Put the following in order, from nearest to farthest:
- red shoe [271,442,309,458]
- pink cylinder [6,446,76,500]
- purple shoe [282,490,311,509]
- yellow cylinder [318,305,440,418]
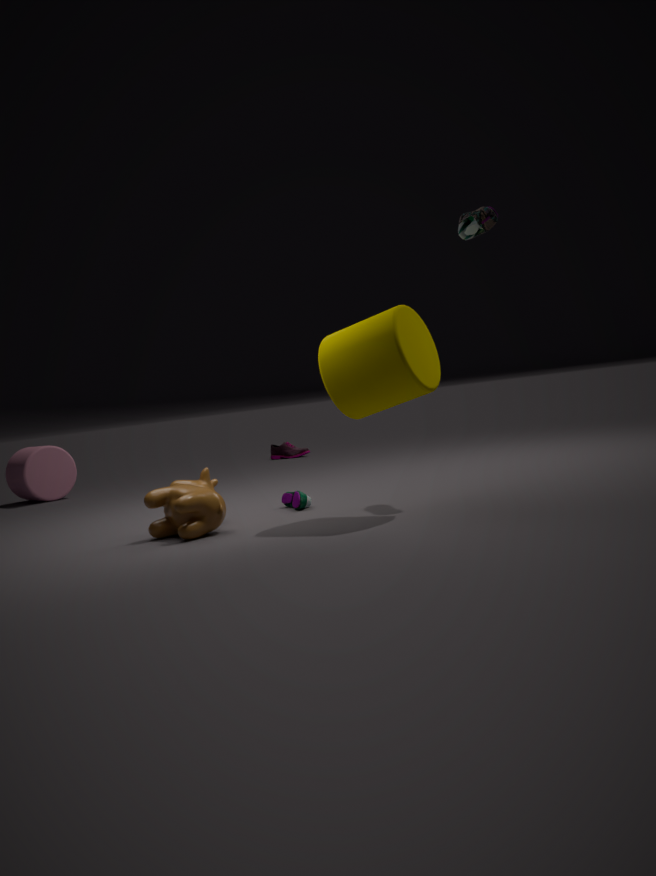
yellow cylinder [318,305,440,418]
purple shoe [282,490,311,509]
pink cylinder [6,446,76,500]
red shoe [271,442,309,458]
